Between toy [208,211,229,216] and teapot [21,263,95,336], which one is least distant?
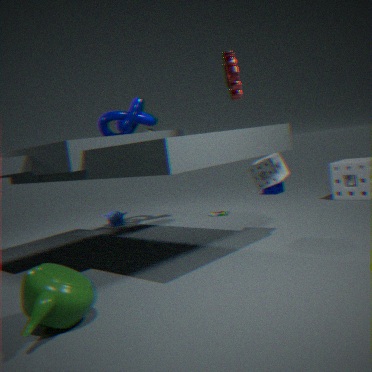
teapot [21,263,95,336]
